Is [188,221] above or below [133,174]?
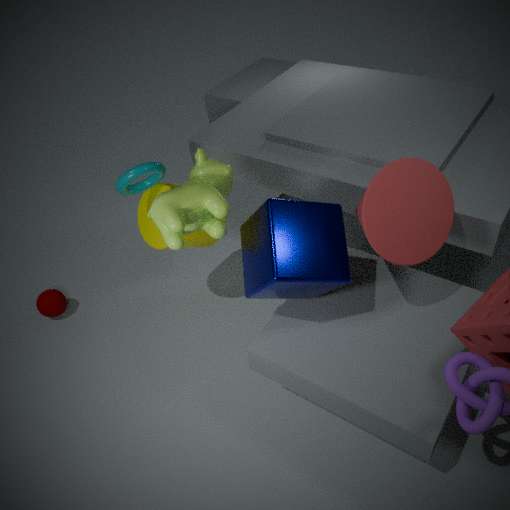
above
